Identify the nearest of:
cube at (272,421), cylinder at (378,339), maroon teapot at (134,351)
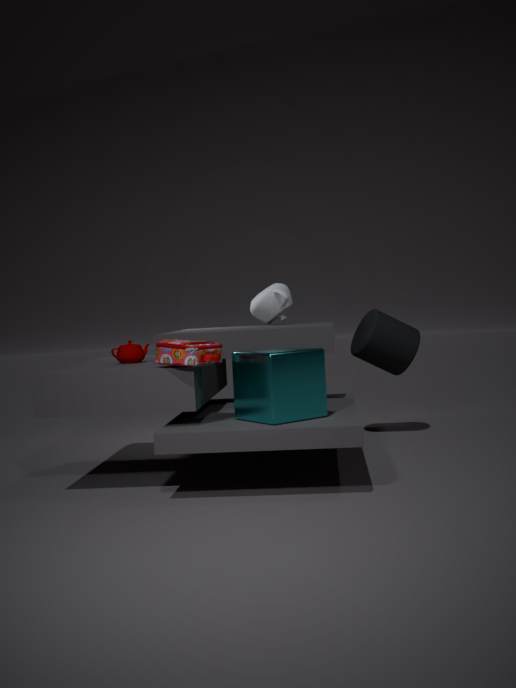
cube at (272,421)
